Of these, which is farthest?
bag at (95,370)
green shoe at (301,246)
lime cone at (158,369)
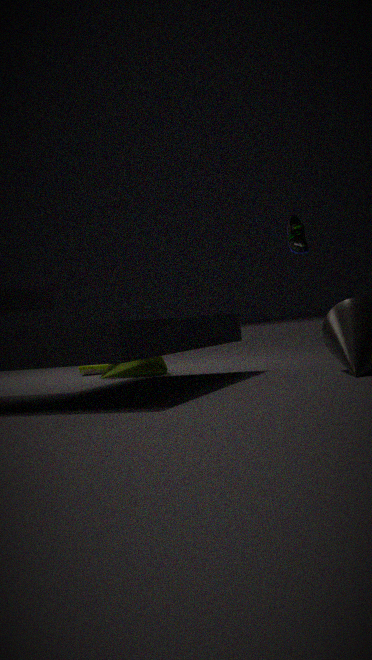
bag at (95,370)
